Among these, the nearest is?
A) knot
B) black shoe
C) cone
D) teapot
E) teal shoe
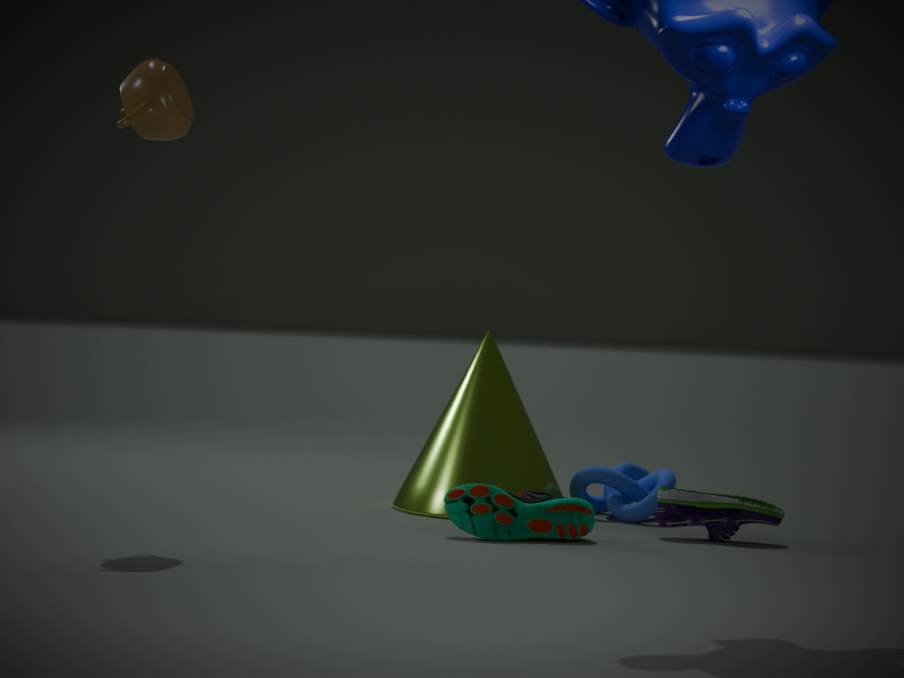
teapot
